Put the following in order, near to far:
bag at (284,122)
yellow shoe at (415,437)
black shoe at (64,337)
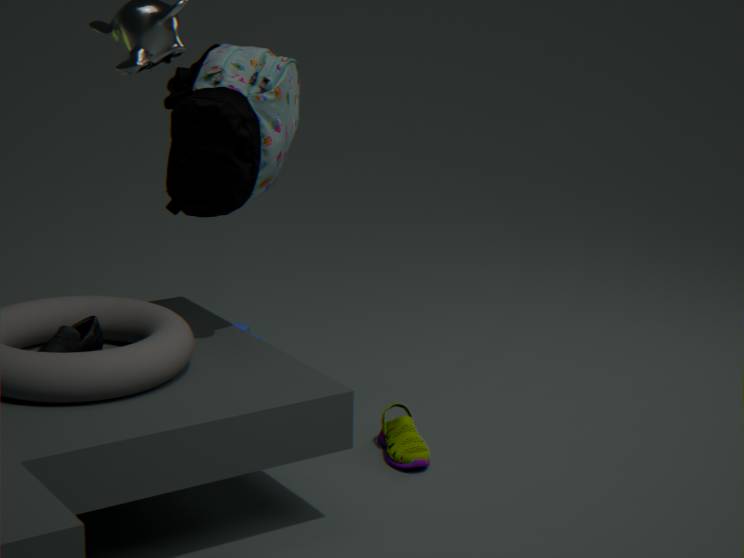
bag at (284,122) < black shoe at (64,337) < yellow shoe at (415,437)
